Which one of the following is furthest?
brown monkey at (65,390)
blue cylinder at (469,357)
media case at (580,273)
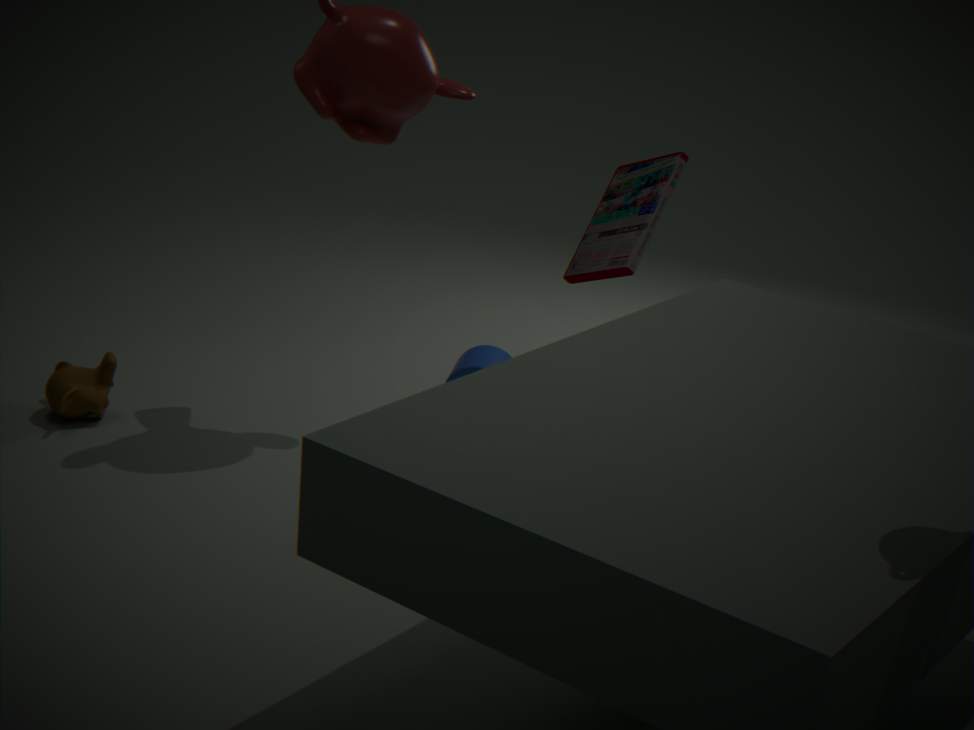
blue cylinder at (469,357)
